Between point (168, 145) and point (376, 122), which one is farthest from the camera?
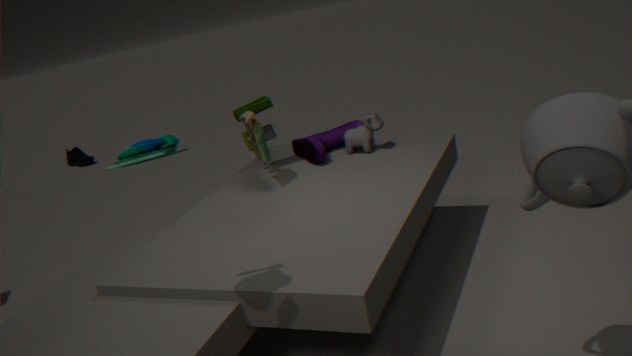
point (376, 122)
